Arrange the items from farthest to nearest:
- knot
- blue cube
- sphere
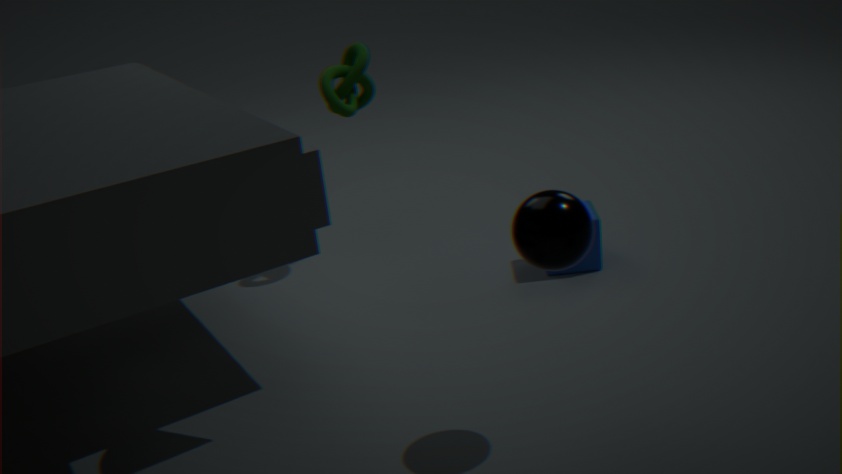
knot
blue cube
sphere
